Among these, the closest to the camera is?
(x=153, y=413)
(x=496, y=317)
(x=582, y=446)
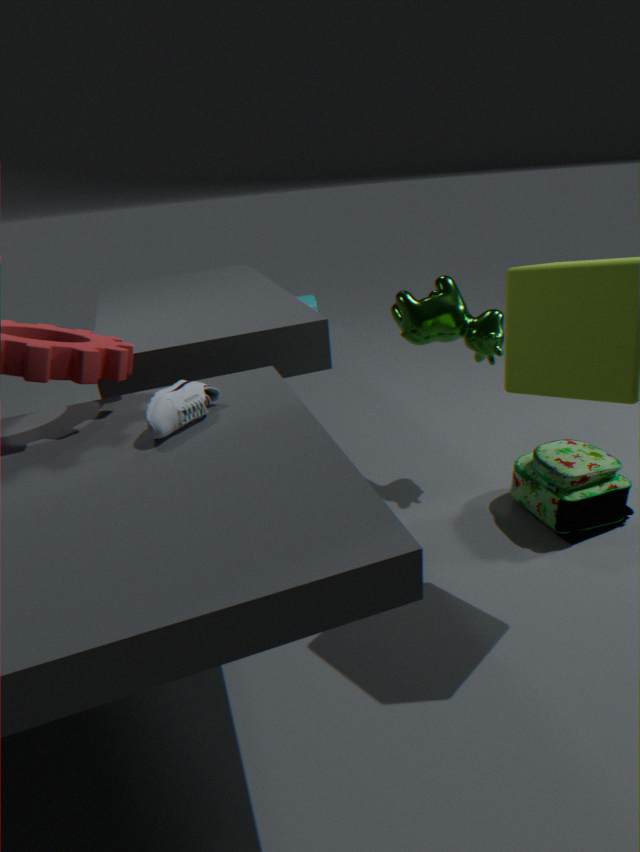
(x=153, y=413)
